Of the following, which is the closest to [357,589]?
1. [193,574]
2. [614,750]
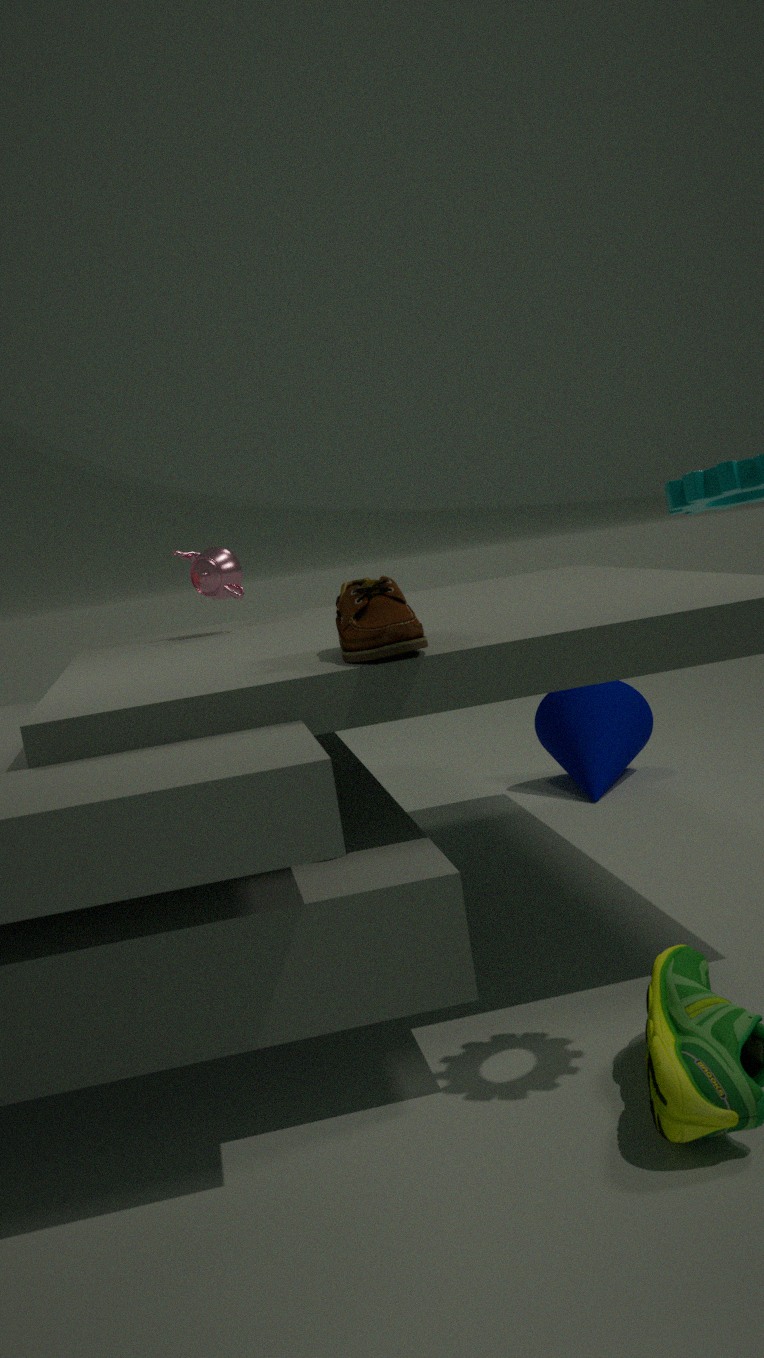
[193,574]
